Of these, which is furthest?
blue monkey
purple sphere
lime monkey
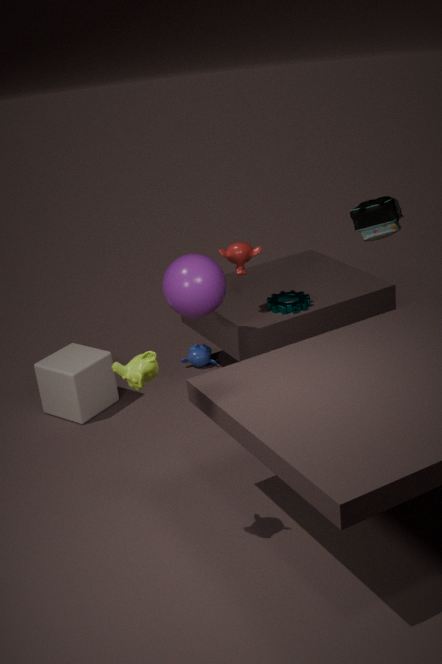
blue monkey
